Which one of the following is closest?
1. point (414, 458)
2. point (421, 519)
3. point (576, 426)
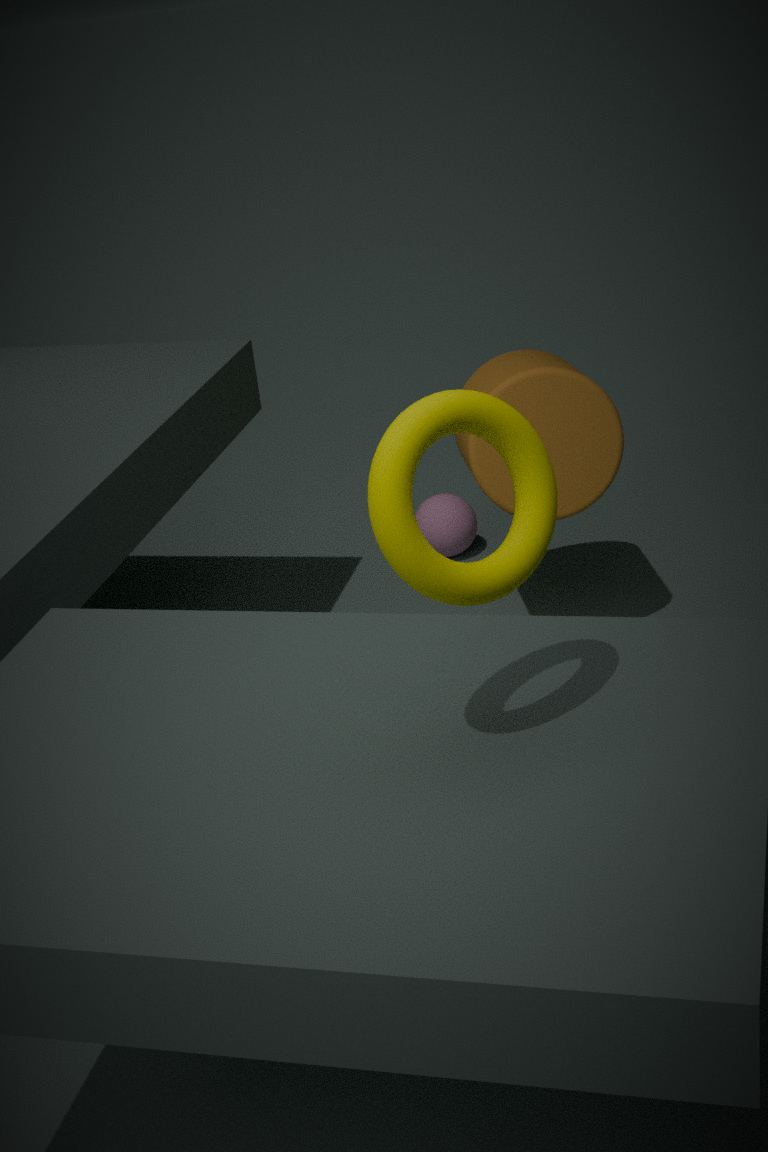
point (414, 458)
